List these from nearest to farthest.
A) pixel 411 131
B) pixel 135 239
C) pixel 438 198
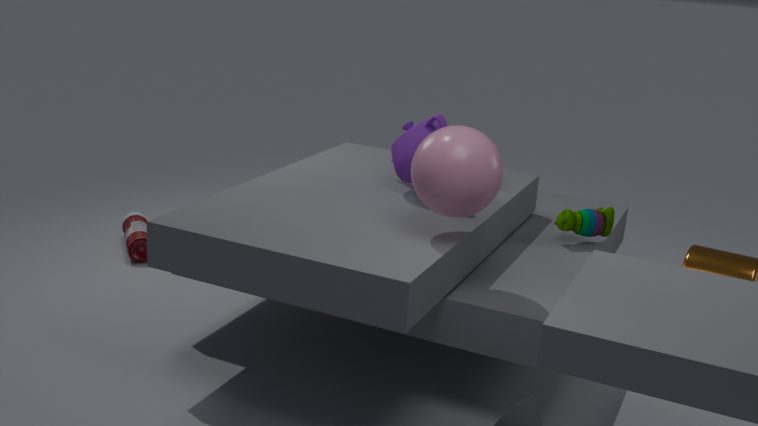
pixel 438 198 → pixel 411 131 → pixel 135 239
